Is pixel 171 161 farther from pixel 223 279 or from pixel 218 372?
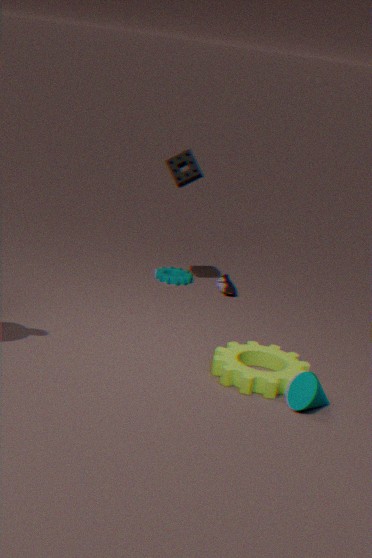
pixel 218 372
